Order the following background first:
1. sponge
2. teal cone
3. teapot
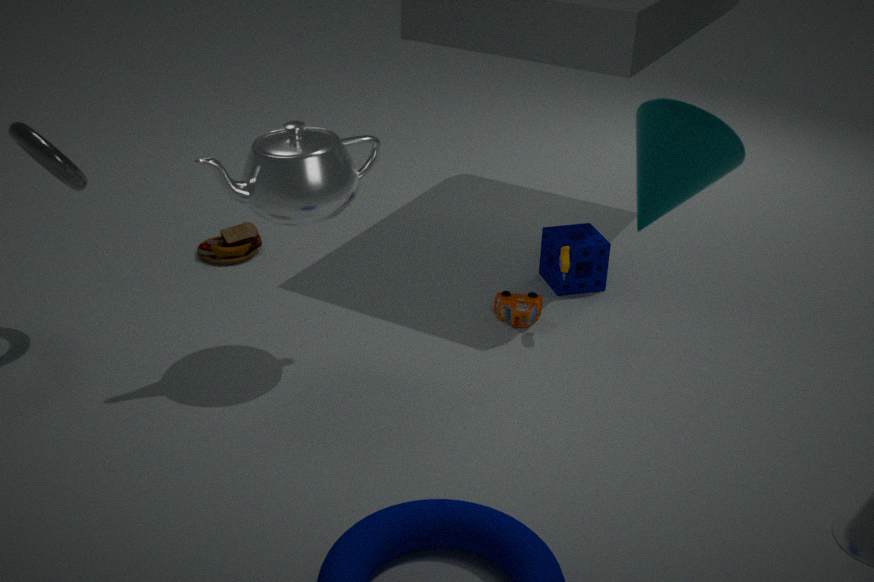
sponge < teapot < teal cone
